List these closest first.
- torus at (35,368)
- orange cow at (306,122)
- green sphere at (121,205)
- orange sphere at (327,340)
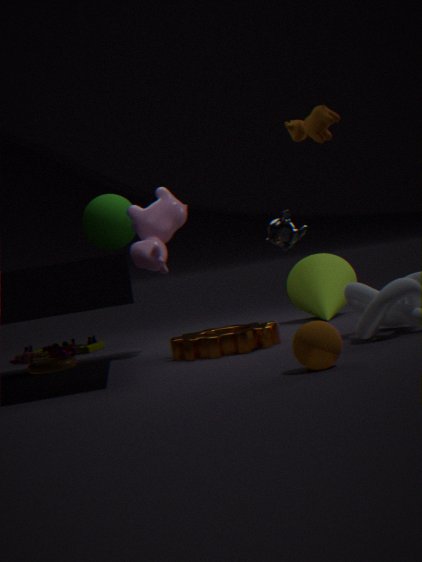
orange sphere at (327,340) → orange cow at (306,122) → torus at (35,368) → green sphere at (121,205)
